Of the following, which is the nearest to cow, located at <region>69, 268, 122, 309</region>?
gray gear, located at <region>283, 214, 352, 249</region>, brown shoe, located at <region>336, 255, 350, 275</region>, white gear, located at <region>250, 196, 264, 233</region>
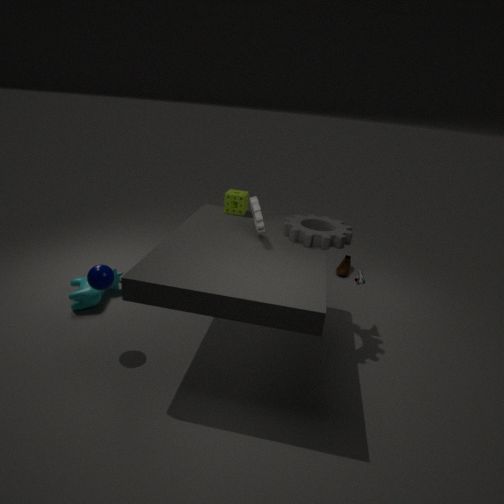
white gear, located at <region>250, 196, 264, 233</region>
